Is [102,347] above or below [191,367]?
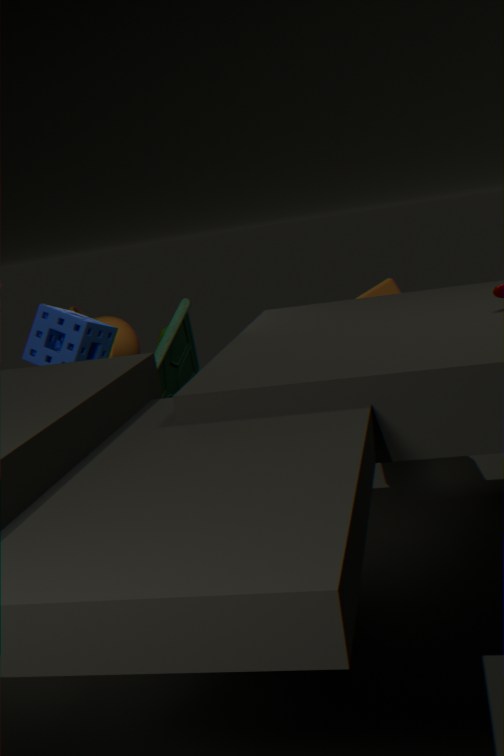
above
